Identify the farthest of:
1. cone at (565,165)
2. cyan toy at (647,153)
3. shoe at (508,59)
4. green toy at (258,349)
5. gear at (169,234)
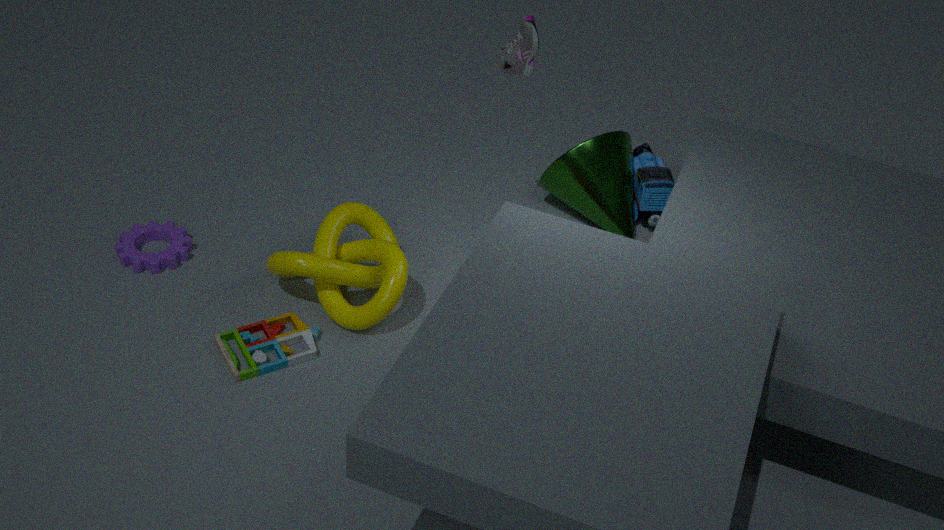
cyan toy at (647,153)
